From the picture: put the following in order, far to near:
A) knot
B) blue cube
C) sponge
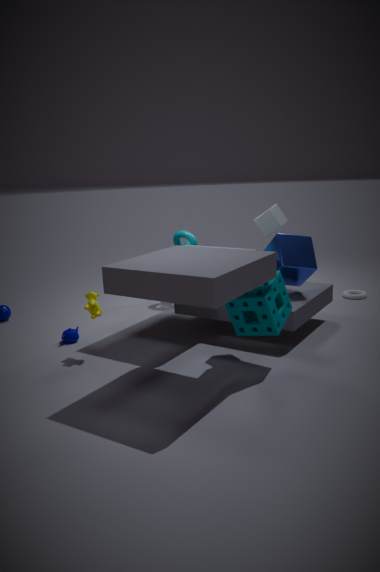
knot
blue cube
sponge
